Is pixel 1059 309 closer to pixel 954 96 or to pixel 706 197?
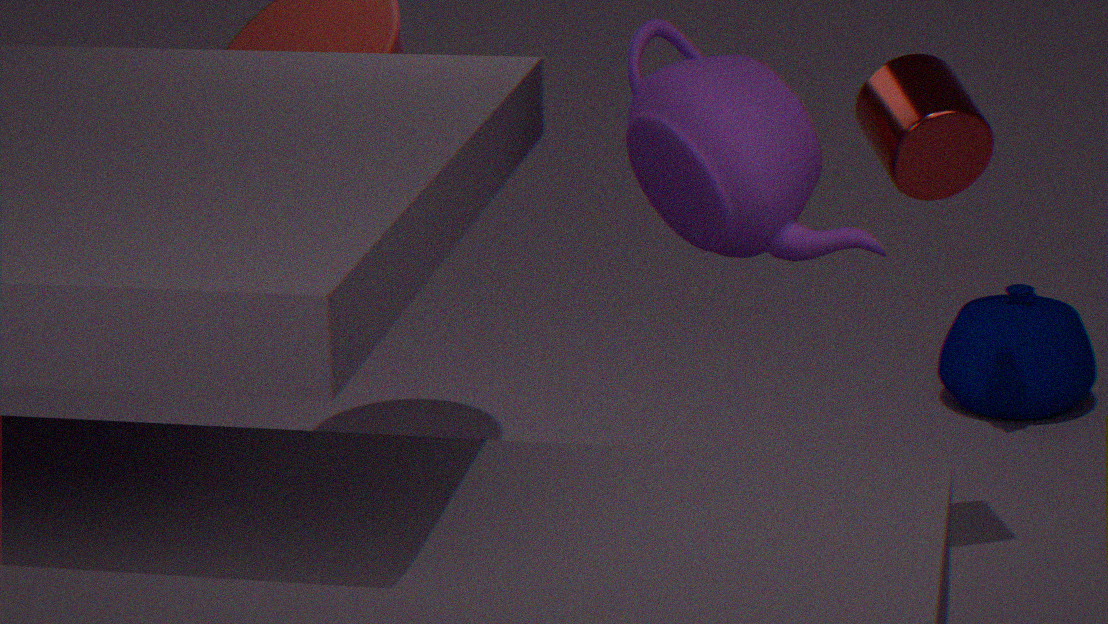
pixel 954 96
